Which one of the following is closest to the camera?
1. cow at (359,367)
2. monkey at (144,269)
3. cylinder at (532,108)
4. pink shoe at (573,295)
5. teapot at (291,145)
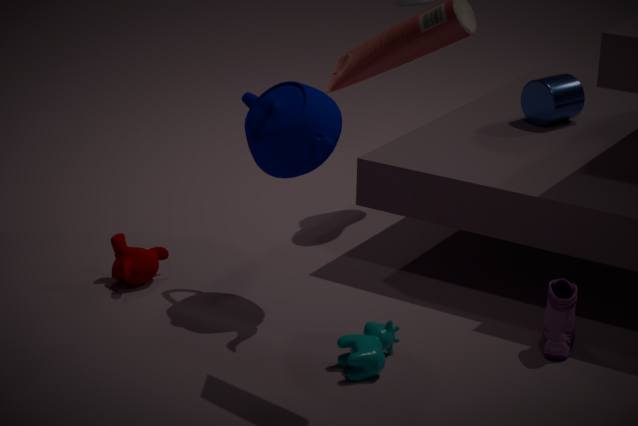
cow at (359,367)
